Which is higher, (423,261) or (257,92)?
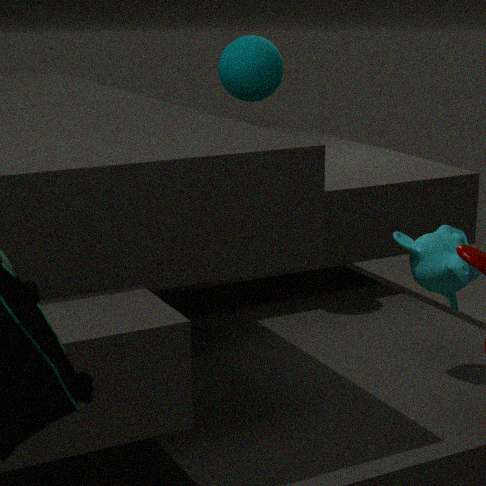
(257,92)
